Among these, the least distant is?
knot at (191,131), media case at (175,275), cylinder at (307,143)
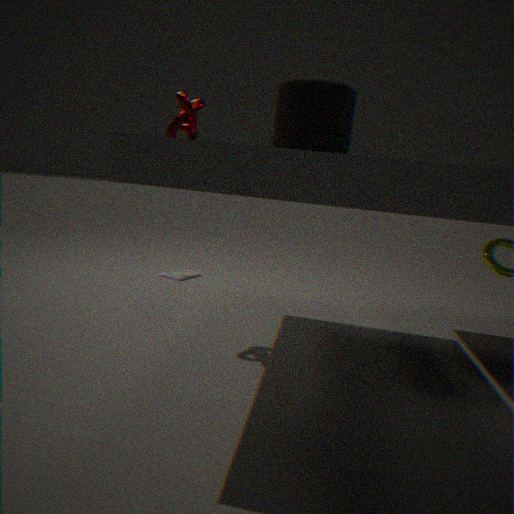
knot at (191,131)
